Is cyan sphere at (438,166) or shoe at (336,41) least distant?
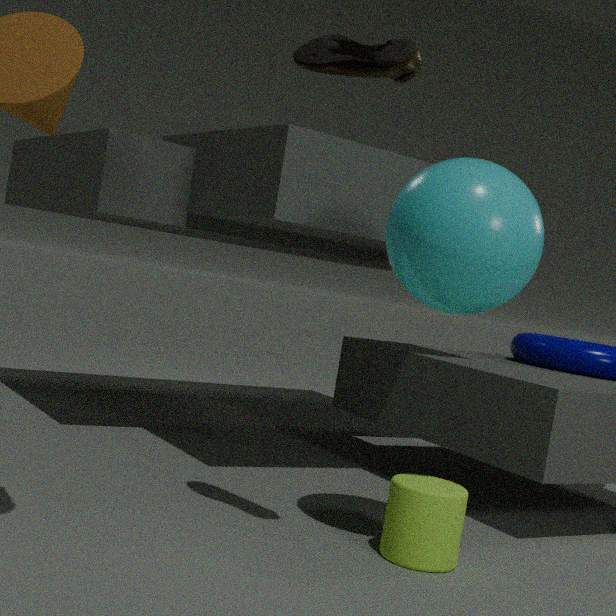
shoe at (336,41)
